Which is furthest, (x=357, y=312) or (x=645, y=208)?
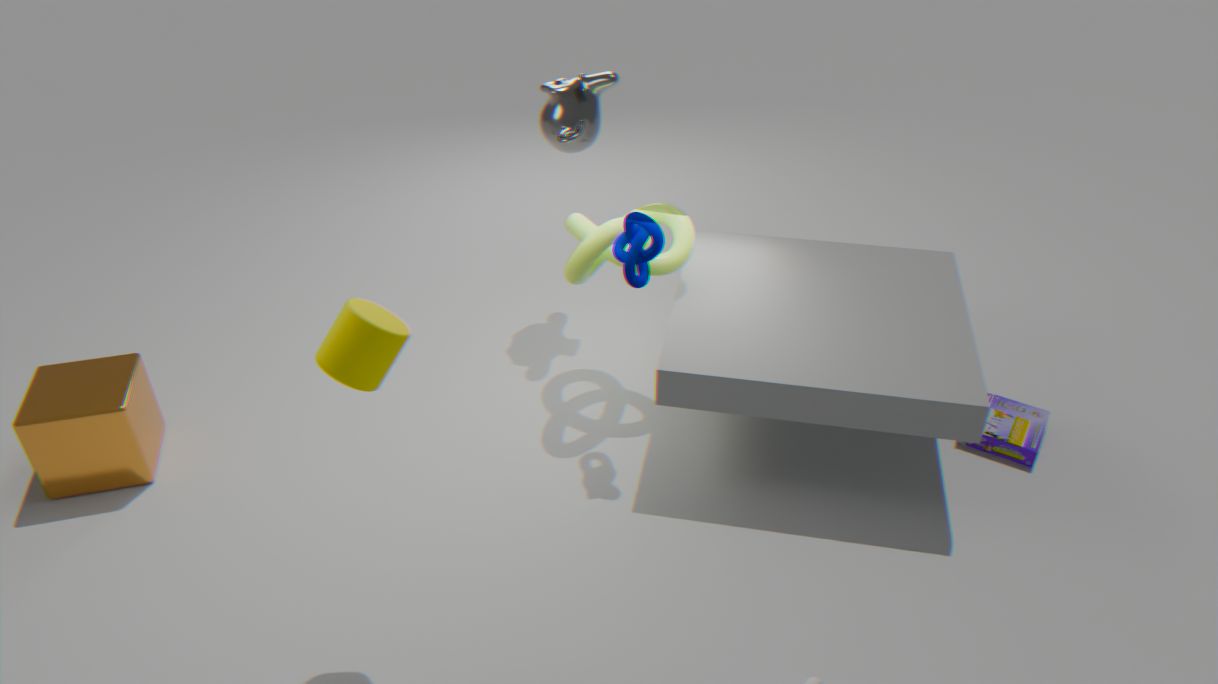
(x=645, y=208)
